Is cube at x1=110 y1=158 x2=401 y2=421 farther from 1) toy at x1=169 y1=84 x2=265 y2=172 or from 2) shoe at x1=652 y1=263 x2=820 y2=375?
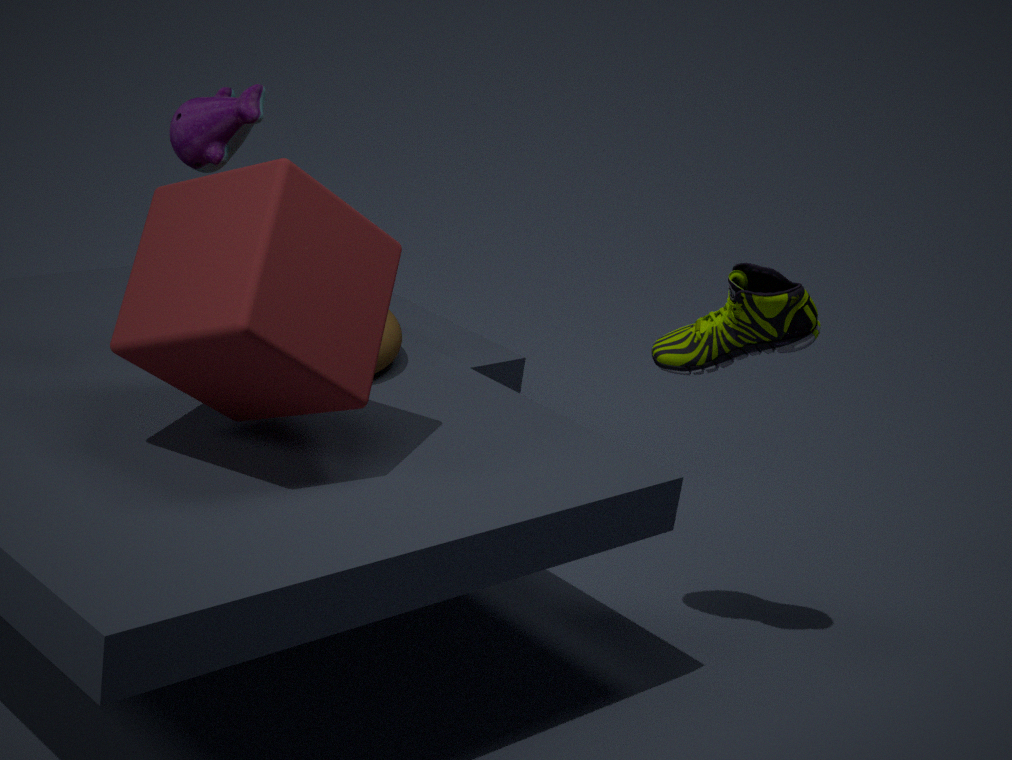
2) shoe at x1=652 y1=263 x2=820 y2=375
